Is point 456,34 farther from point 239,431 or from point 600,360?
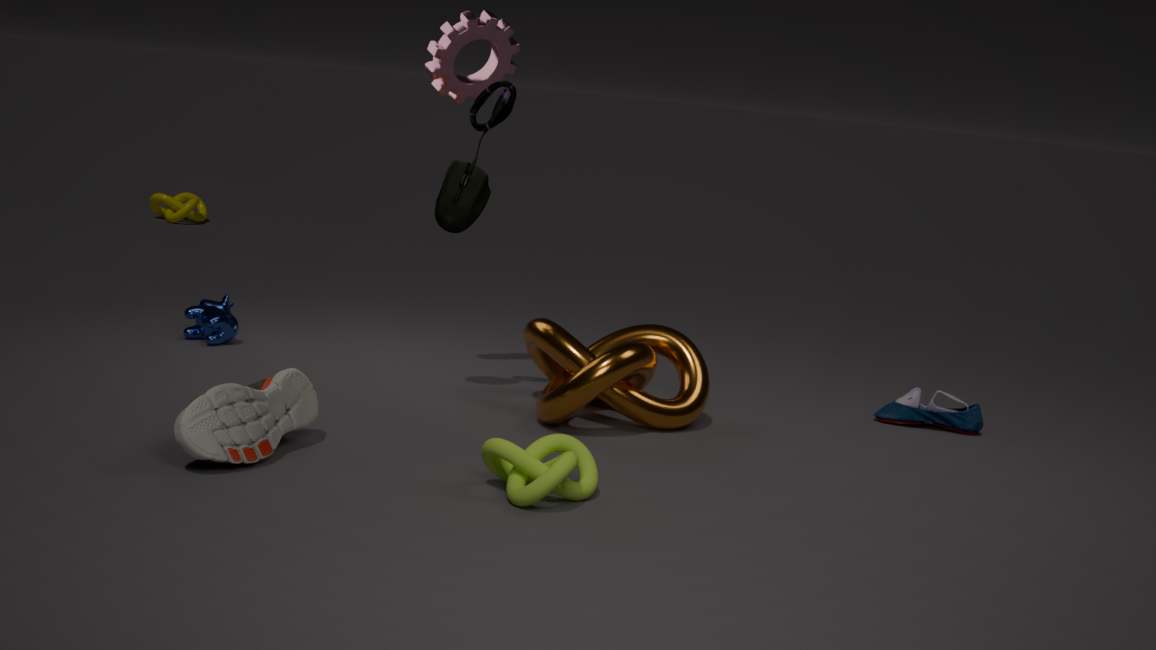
point 239,431
